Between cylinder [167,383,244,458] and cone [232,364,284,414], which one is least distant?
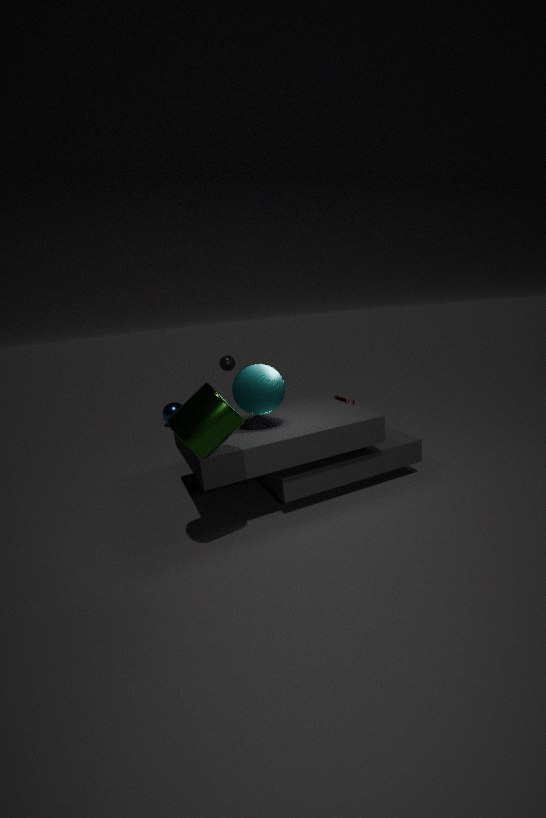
cylinder [167,383,244,458]
